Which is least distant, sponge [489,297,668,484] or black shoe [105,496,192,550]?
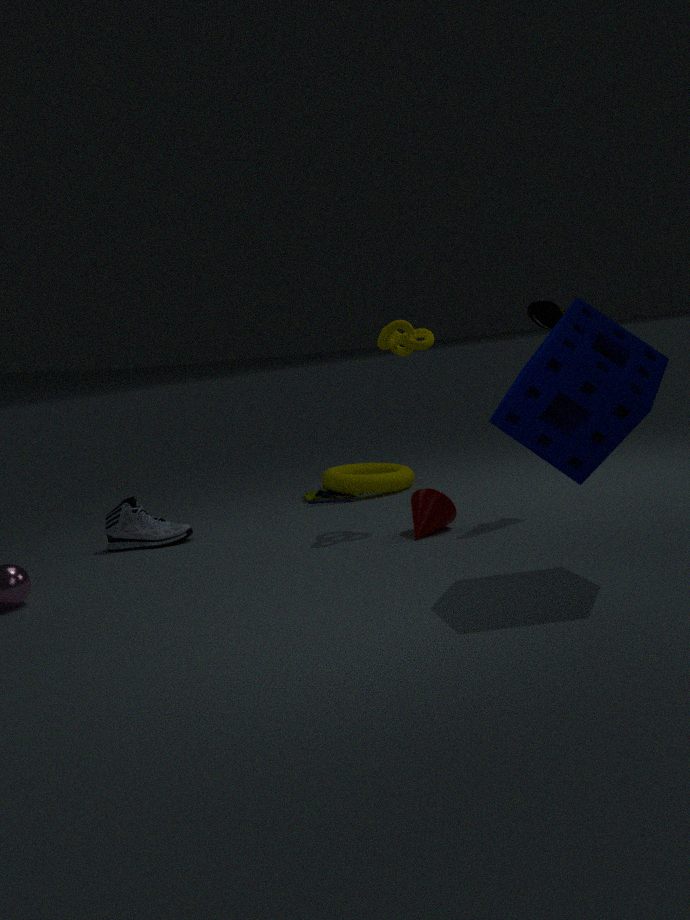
sponge [489,297,668,484]
